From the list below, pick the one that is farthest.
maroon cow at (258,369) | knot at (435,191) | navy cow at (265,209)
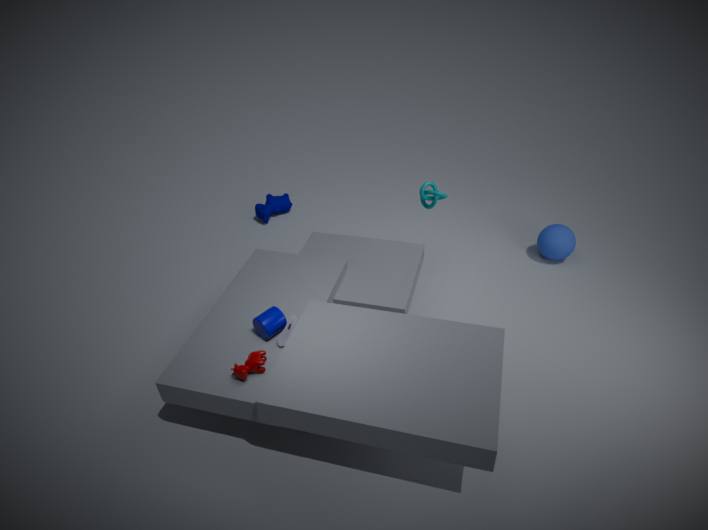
navy cow at (265,209)
